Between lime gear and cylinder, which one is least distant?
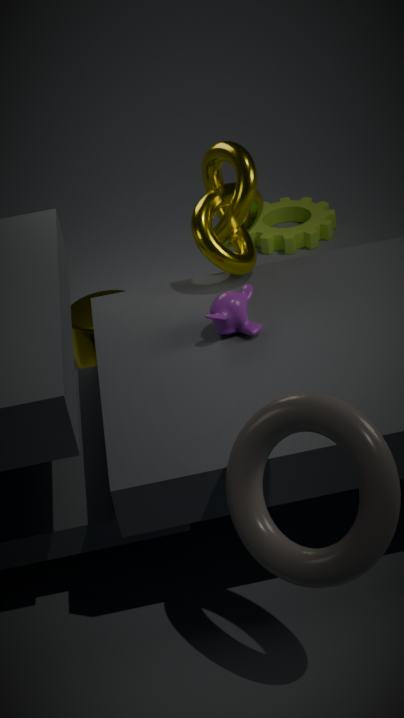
cylinder
